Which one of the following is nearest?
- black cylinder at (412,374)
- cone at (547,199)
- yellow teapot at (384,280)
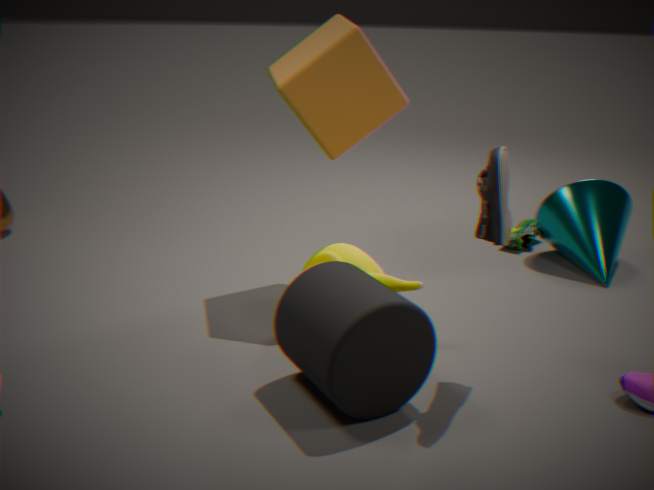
black cylinder at (412,374)
